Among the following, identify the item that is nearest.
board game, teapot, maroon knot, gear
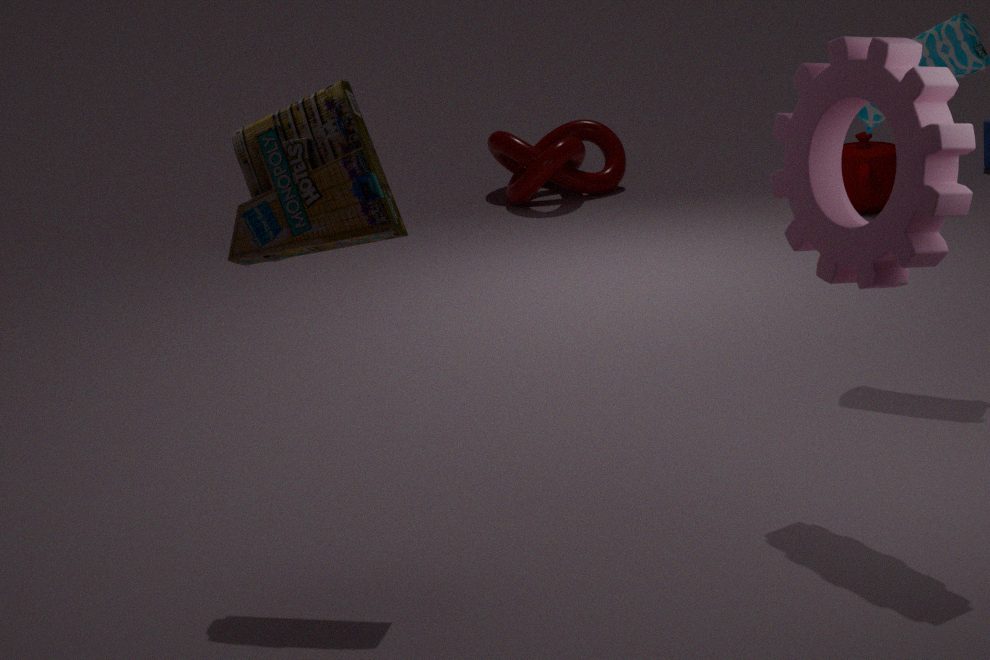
gear
